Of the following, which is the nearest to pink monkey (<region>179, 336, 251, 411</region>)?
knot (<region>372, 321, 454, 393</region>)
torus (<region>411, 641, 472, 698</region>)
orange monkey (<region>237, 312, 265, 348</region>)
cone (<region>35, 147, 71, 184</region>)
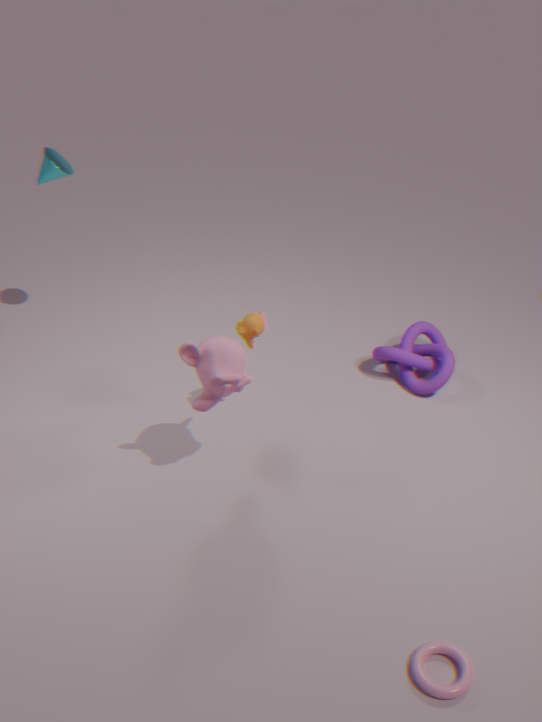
orange monkey (<region>237, 312, 265, 348</region>)
